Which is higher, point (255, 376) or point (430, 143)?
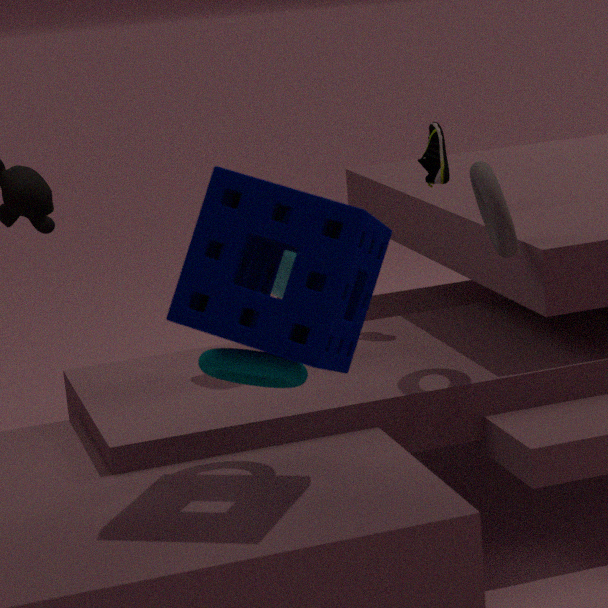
point (430, 143)
